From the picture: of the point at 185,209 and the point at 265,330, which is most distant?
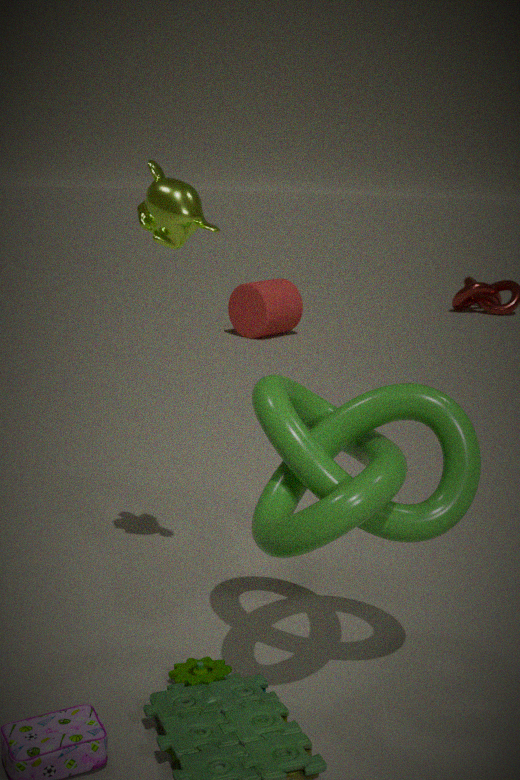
the point at 265,330
